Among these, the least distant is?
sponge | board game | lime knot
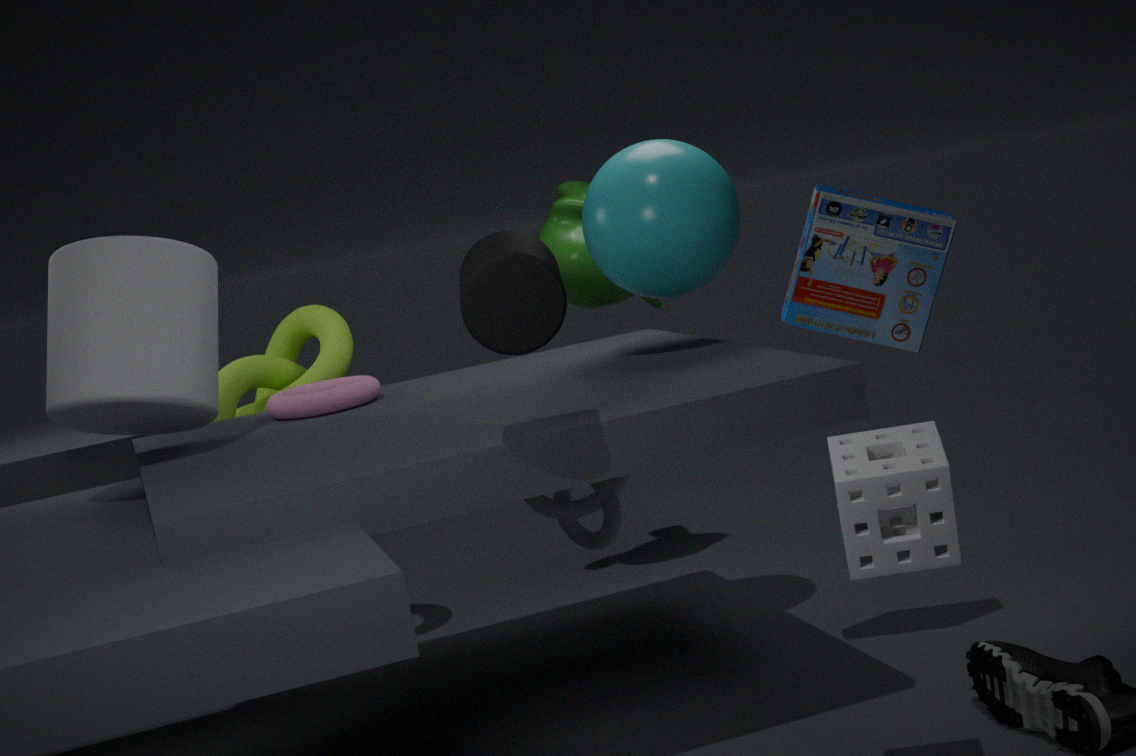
sponge
